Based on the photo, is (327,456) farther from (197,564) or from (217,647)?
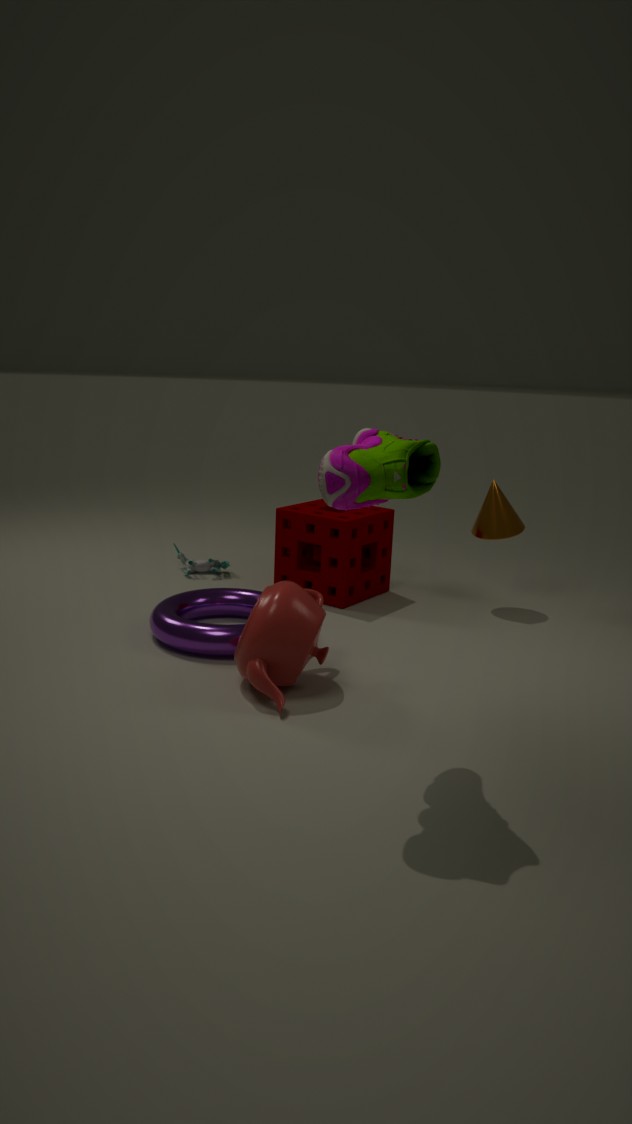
(197,564)
